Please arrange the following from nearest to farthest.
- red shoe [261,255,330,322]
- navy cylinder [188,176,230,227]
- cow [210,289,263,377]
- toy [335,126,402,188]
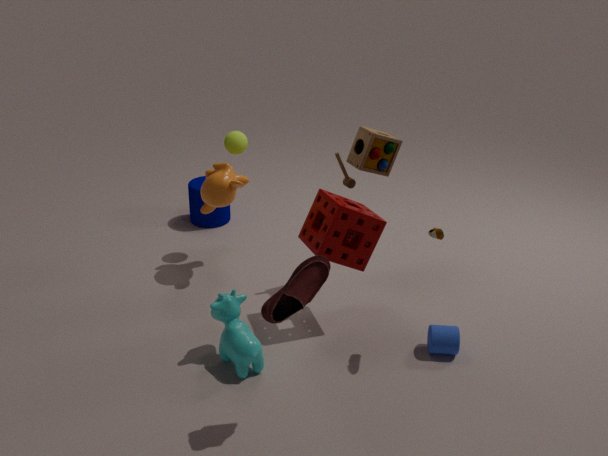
red shoe [261,255,330,322] → cow [210,289,263,377] → toy [335,126,402,188] → navy cylinder [188,176,230,227]
